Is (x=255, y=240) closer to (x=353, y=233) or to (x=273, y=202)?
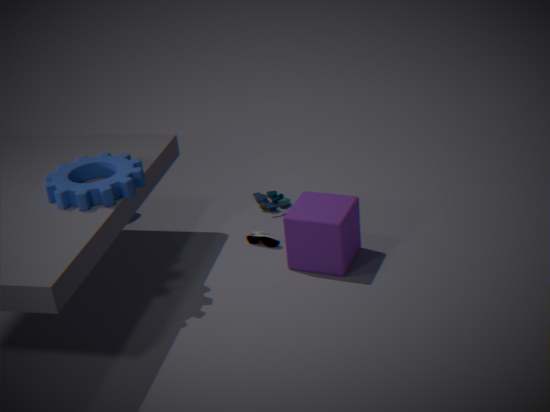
(x=353, y=233)
